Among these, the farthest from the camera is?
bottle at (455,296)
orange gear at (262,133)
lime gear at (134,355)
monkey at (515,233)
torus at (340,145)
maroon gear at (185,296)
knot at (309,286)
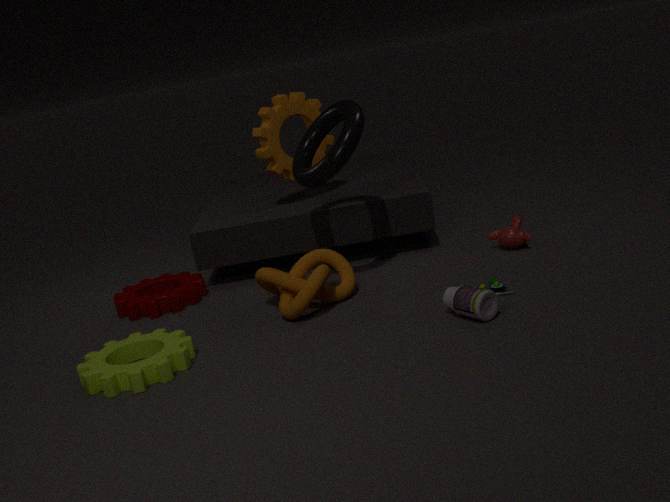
orange gear at (262,133)
